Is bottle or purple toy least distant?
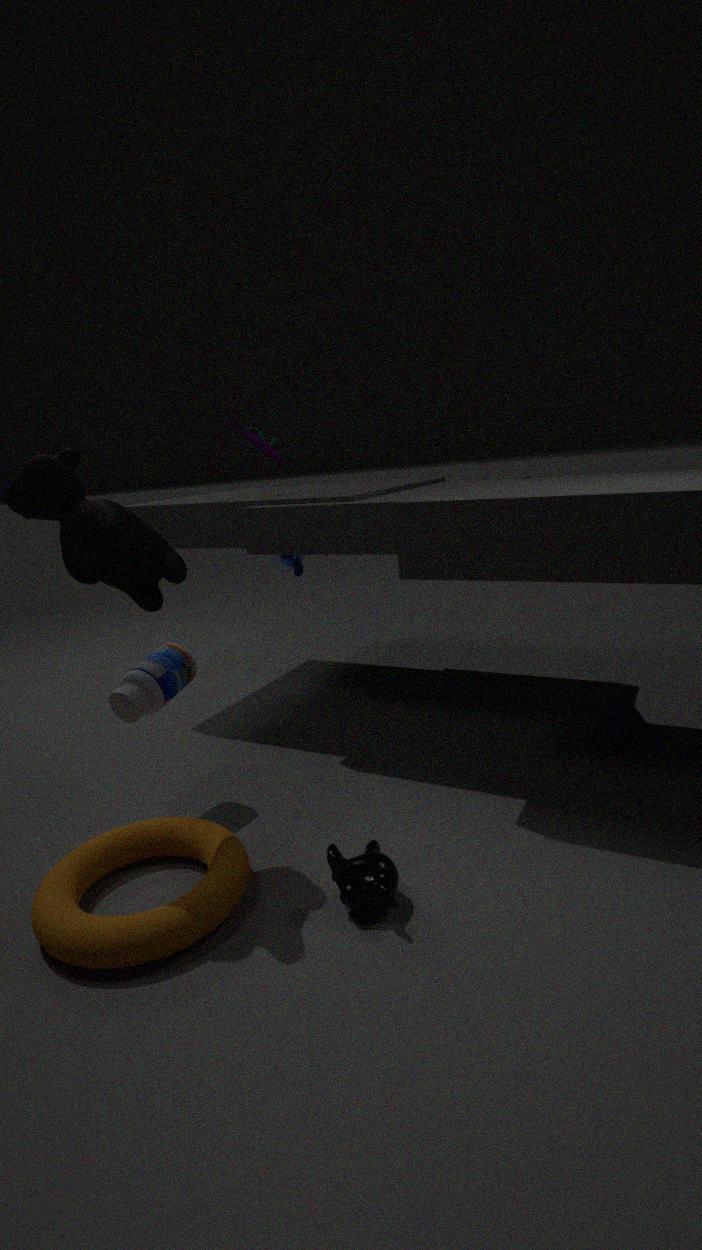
bottle
